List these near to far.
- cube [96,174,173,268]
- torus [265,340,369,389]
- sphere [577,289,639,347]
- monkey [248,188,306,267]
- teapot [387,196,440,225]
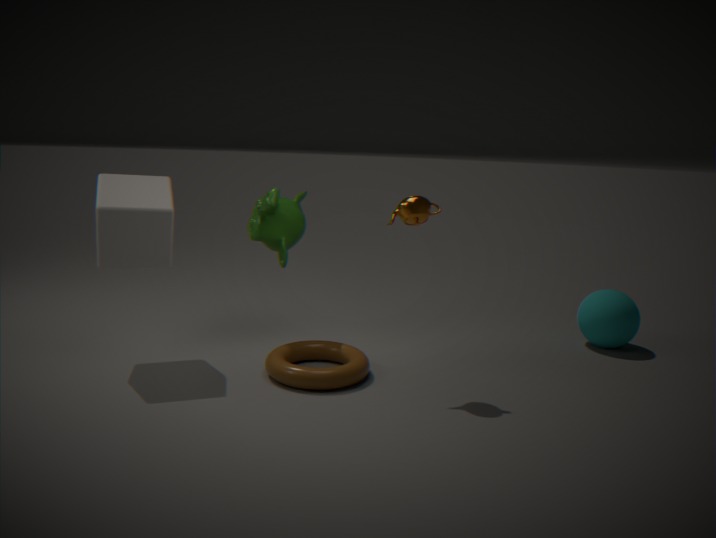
1. teapot [387,196,440,225]
2. torus [265,340,369,389]
3. cube [96,174,173,268]
4. monkey [248,188,306,267]
5. sphere [577,289,639,347]
